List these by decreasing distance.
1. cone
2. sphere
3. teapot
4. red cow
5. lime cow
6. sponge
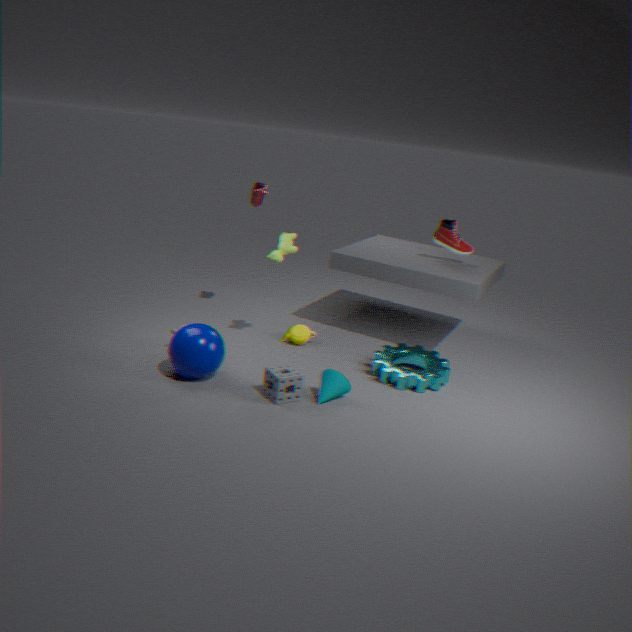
red cow < teapot < lime cow < cone < sphere < sponge
